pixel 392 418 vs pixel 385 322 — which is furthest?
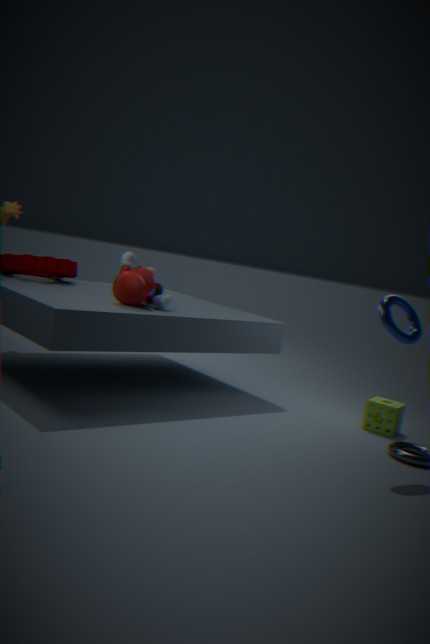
pixel 392 418
